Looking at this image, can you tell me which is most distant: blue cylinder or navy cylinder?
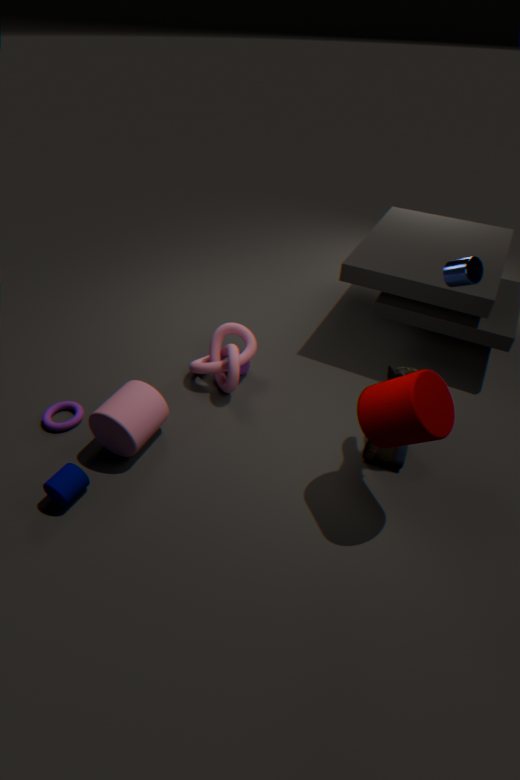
blue cylinder
